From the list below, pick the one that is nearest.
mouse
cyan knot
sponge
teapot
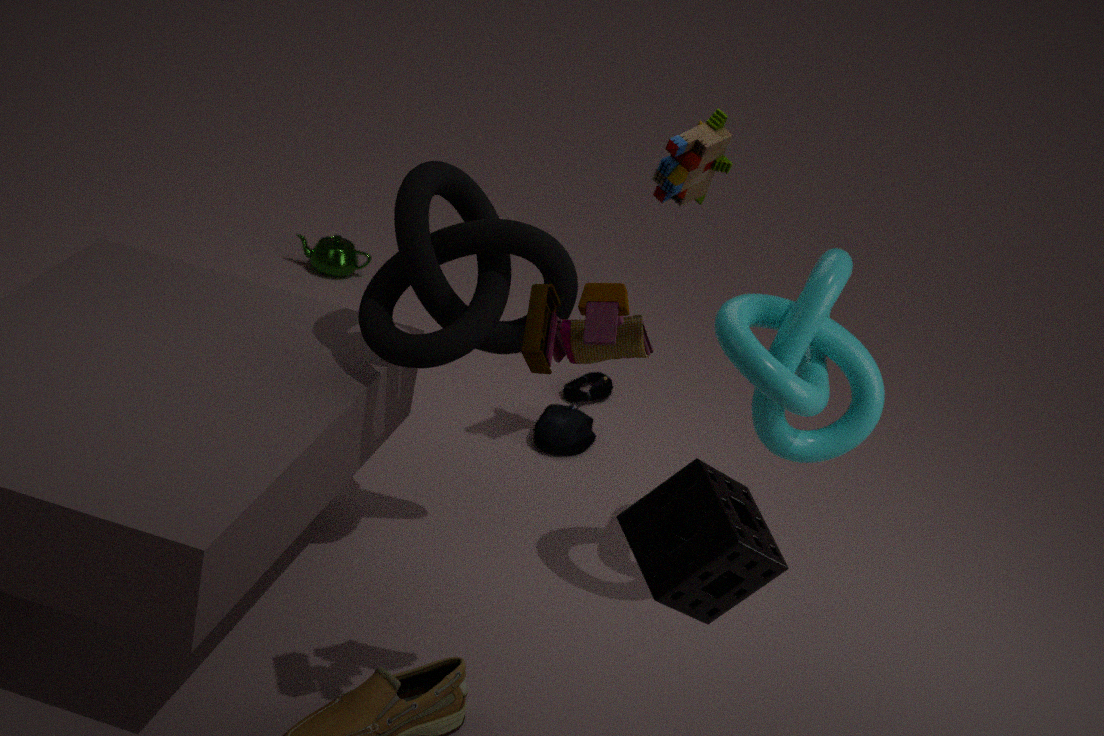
sponge
